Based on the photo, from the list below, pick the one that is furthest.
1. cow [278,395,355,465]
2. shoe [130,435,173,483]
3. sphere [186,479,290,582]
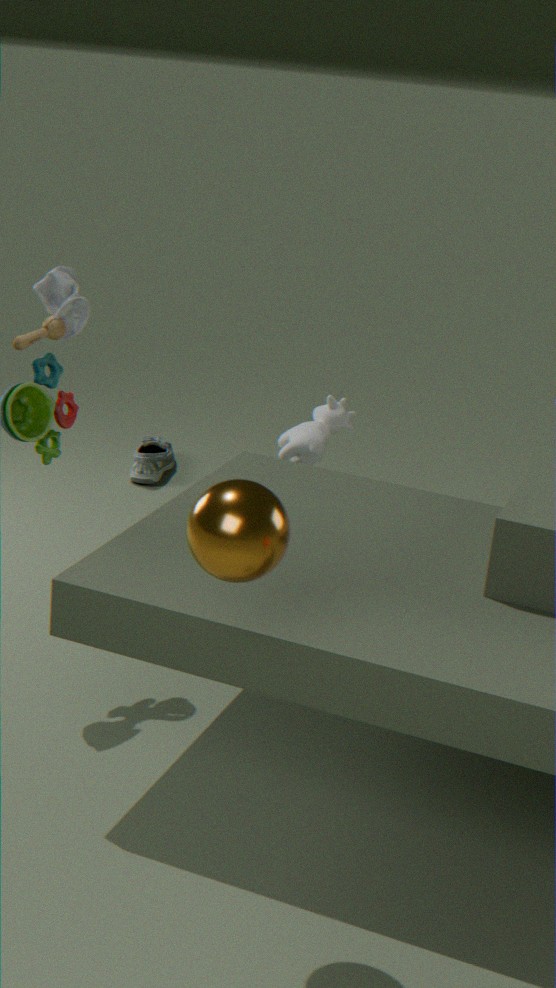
shoe [130,435,173,483]
